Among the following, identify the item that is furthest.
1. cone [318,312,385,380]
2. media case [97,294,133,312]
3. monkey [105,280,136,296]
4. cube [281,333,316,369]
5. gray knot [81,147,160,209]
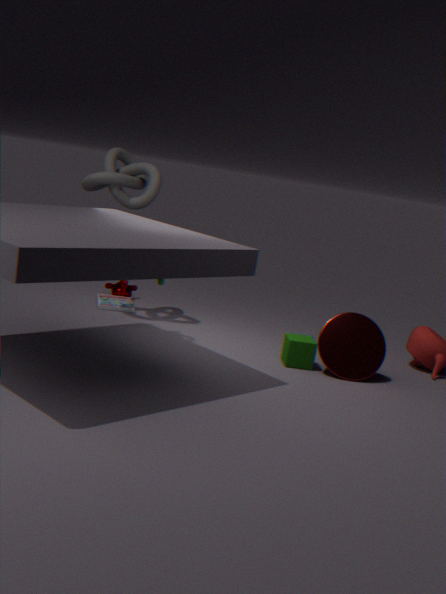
monkey [105,280,136,296]
